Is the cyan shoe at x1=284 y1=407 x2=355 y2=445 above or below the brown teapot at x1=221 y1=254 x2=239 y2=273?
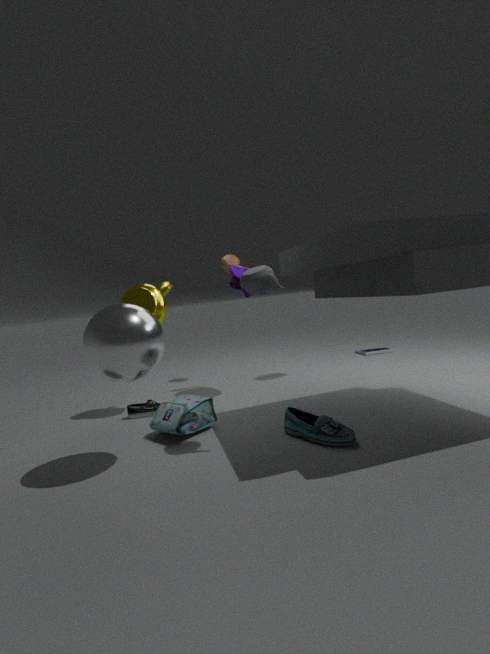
below
